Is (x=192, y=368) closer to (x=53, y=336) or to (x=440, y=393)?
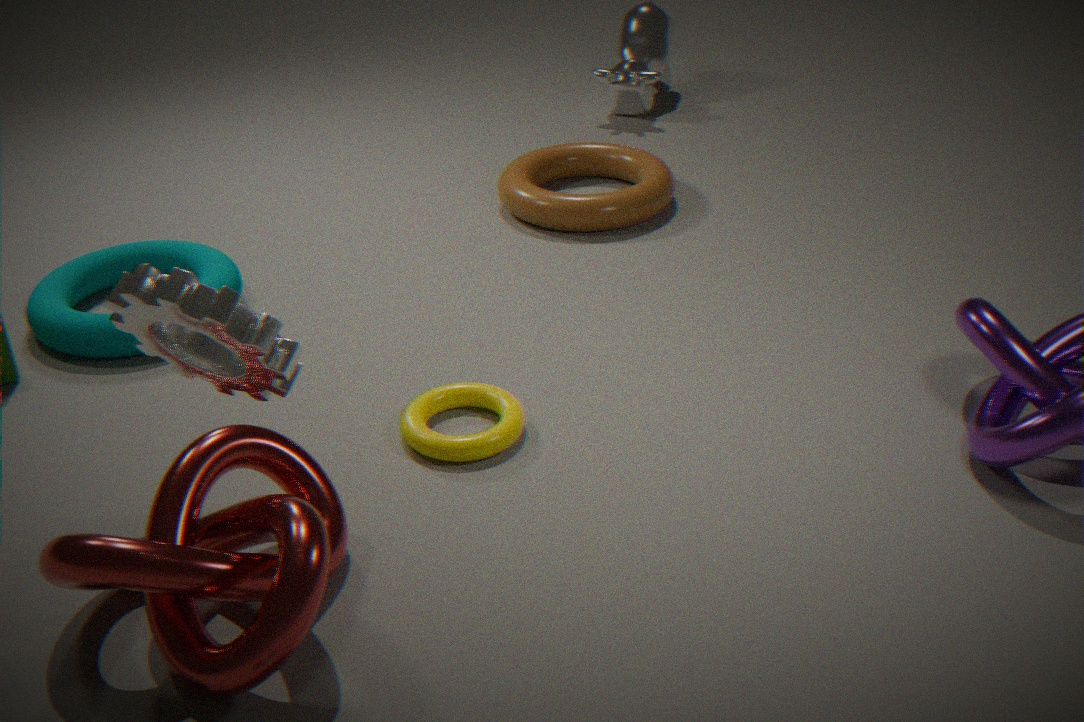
(x=440, y=393)
